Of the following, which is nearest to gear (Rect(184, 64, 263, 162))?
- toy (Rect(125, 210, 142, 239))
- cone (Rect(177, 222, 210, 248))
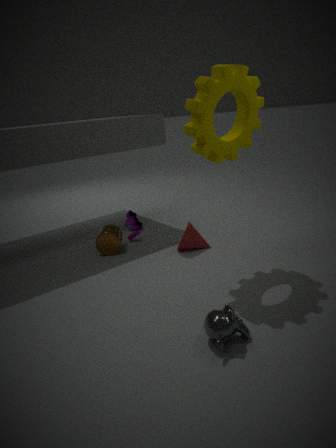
cone (Rect(177, 222, 210, 248))
